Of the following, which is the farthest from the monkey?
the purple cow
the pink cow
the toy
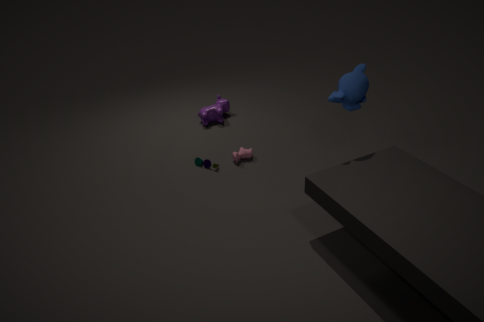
the purple cow
